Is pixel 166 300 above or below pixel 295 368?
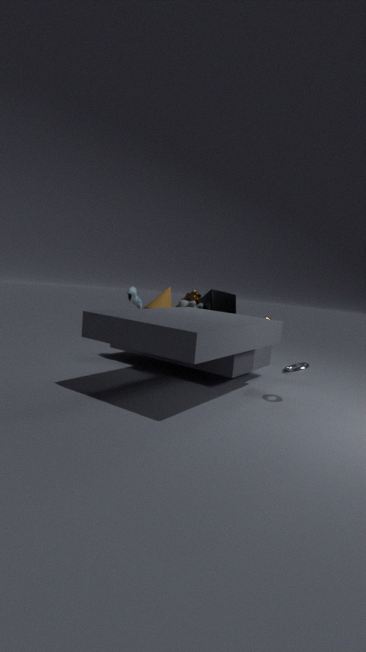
above
